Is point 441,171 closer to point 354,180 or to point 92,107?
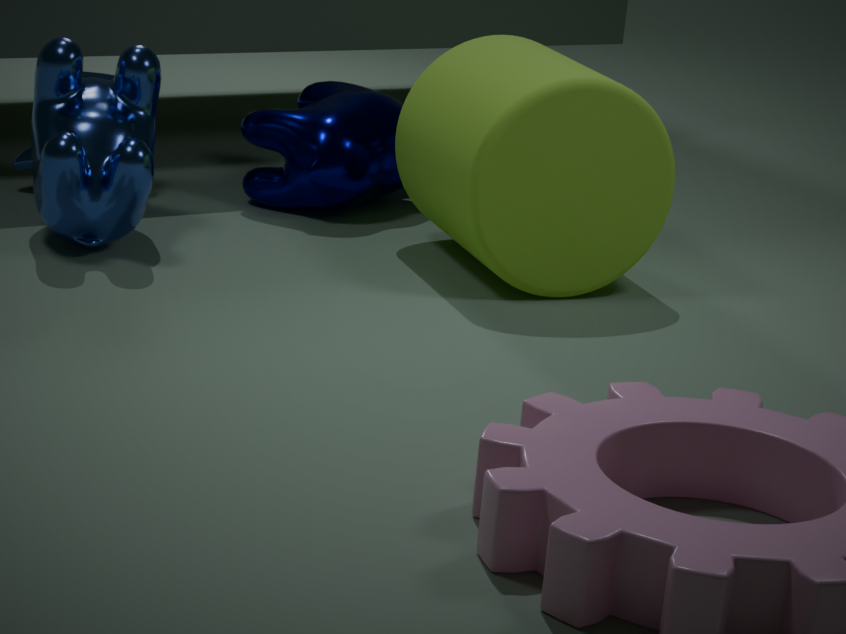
point 354,180
